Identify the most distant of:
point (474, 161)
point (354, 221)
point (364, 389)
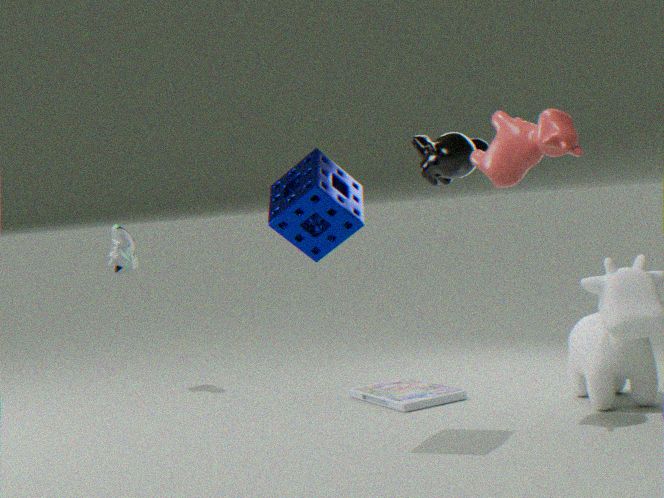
point (364, 389)
